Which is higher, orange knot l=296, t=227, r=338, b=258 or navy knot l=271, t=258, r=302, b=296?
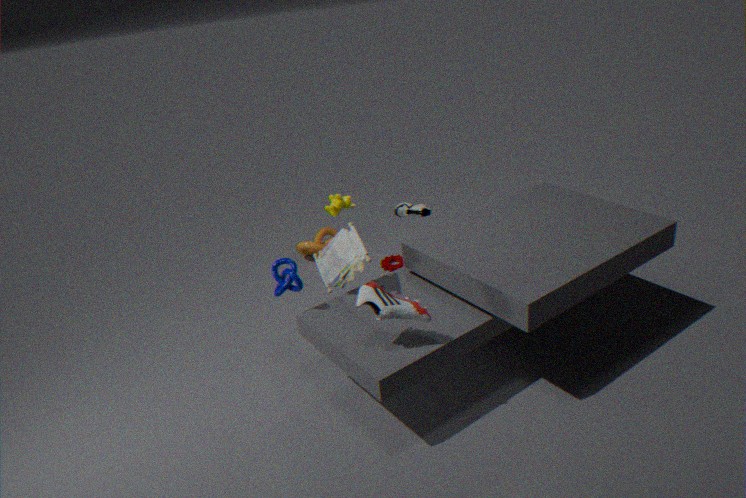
navy knot l=271, t=258, r=302, b=296
